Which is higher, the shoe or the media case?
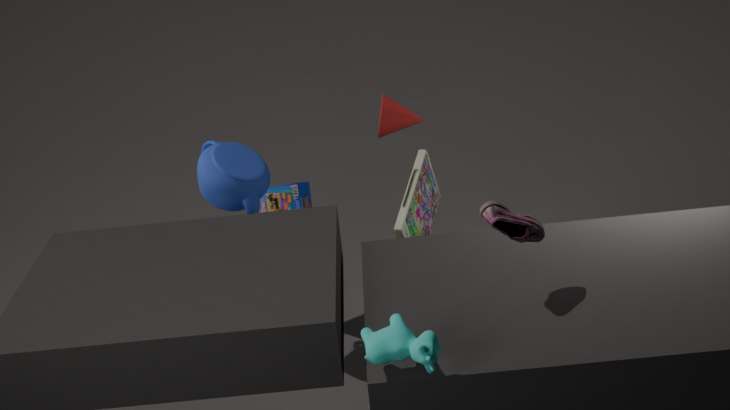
the shoe
